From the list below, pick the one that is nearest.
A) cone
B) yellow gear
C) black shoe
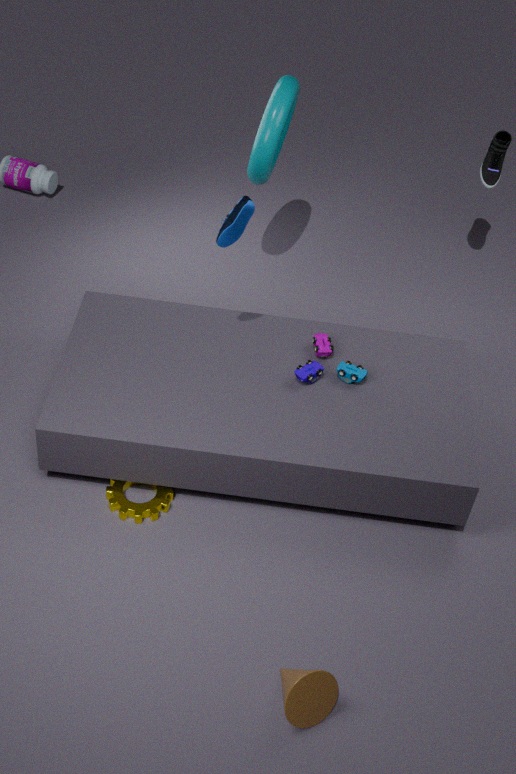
cone
